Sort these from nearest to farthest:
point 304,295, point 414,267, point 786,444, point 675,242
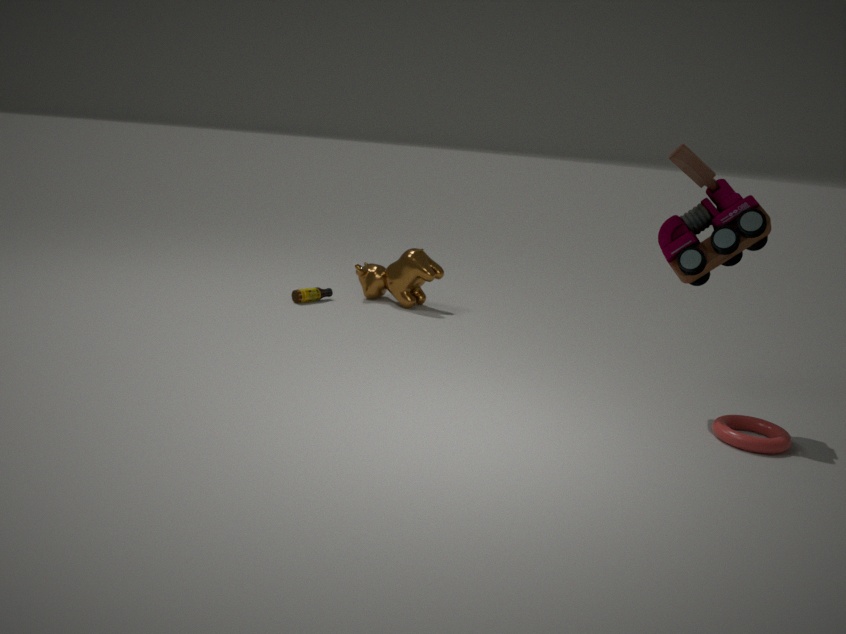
point 786,444 < point 675,242 < point 304,295 < point 414,267
